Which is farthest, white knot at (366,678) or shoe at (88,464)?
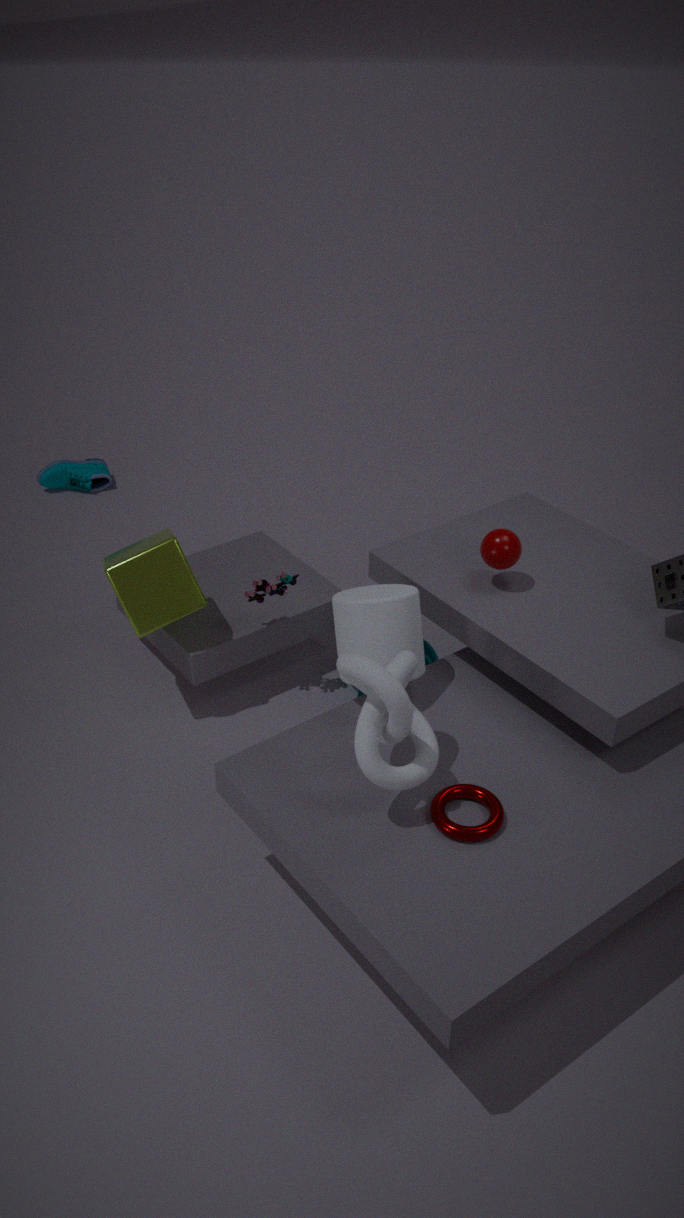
shoe at (88,464)
